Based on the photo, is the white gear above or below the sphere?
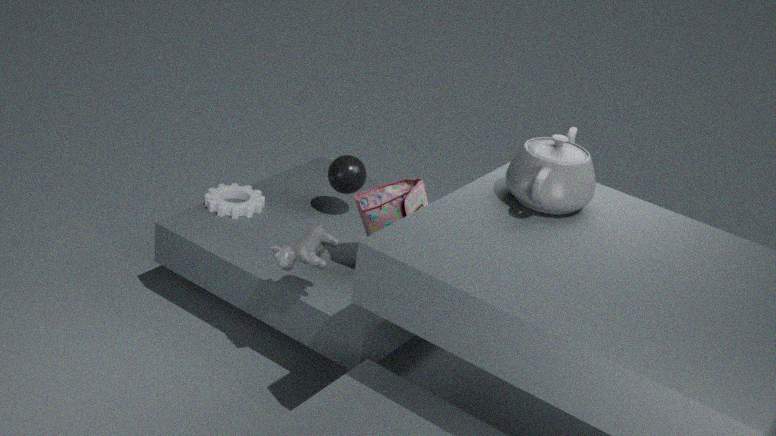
below
